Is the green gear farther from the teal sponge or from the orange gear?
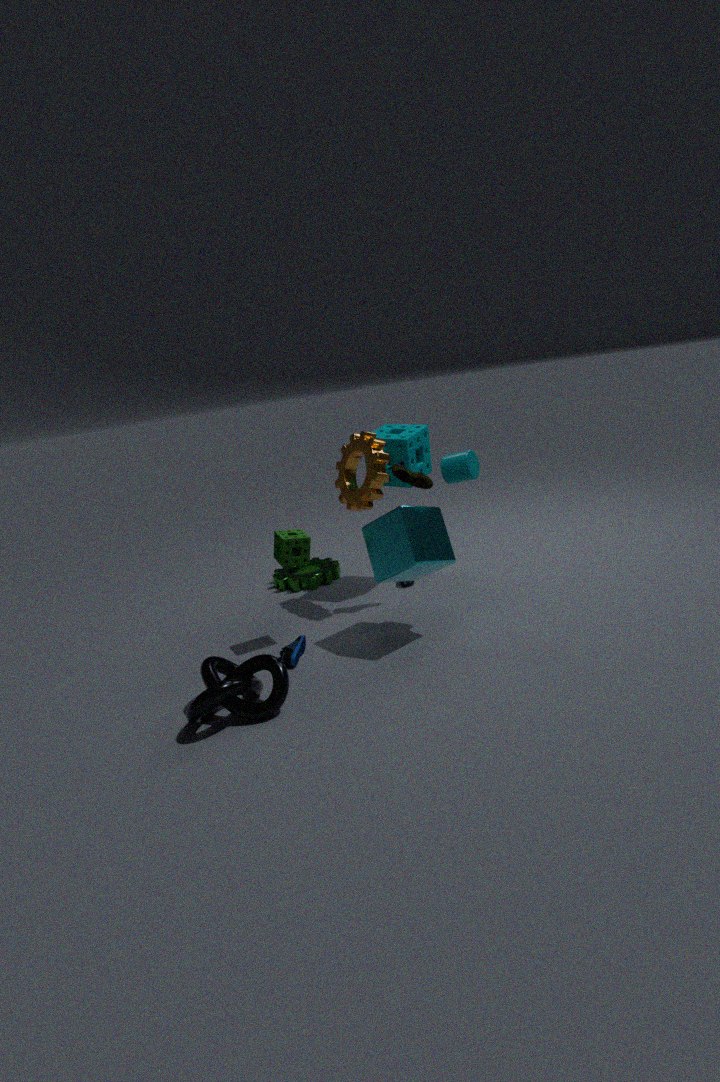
the teal sponge
